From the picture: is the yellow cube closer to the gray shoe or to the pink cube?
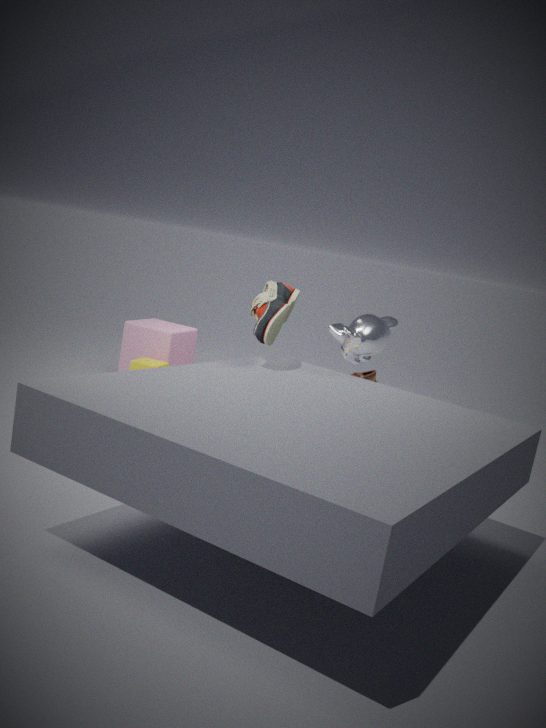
the pink cube
